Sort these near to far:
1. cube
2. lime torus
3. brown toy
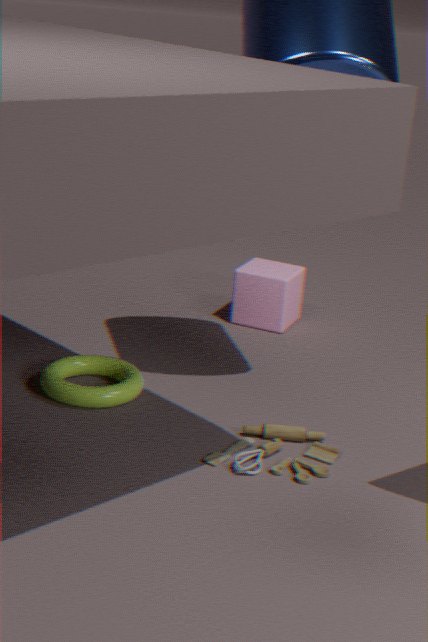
1. brown toy
2. lime torus
3. cube
